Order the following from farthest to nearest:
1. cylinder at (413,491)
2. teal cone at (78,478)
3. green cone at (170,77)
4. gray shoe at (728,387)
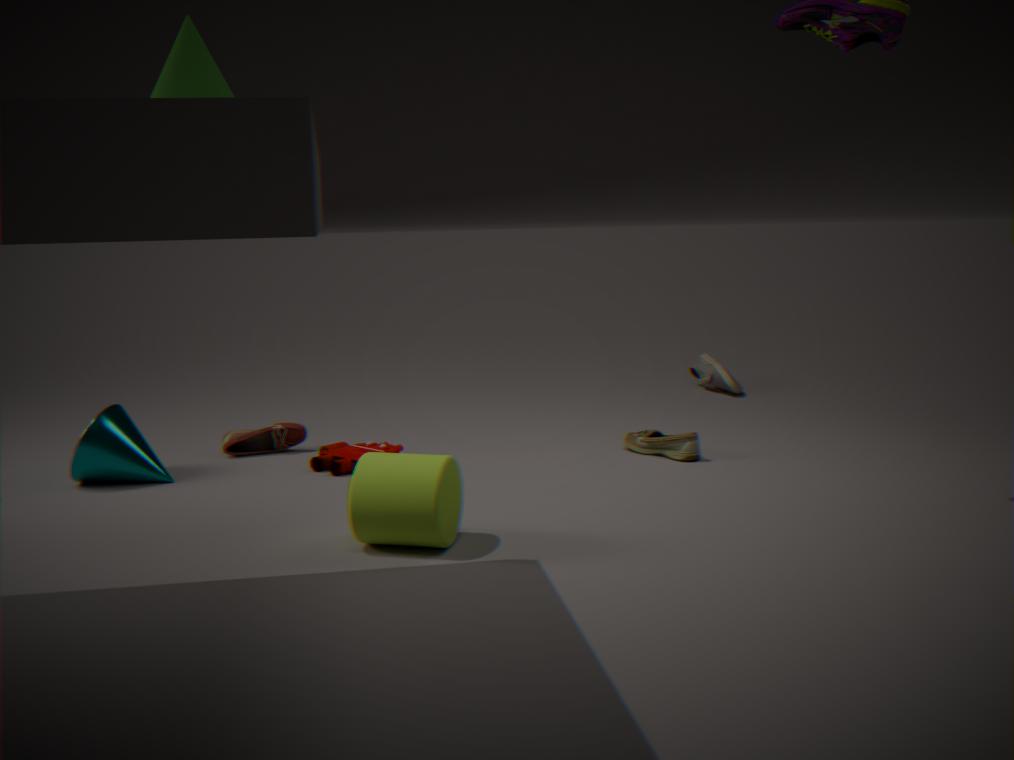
gray shoe at (728,387) → teal cone at (78,478) → cylinder at (413,491) → green cone at (170,77)
